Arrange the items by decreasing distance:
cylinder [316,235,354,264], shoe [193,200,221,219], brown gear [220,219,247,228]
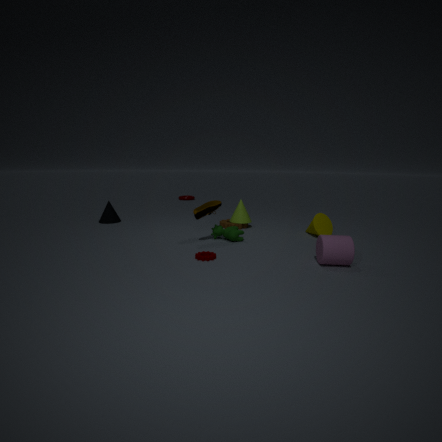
1. brown gear [220,219,247,228]
2. shoe [193,200,221,219]
3. cylinder [316,235,354,264]
